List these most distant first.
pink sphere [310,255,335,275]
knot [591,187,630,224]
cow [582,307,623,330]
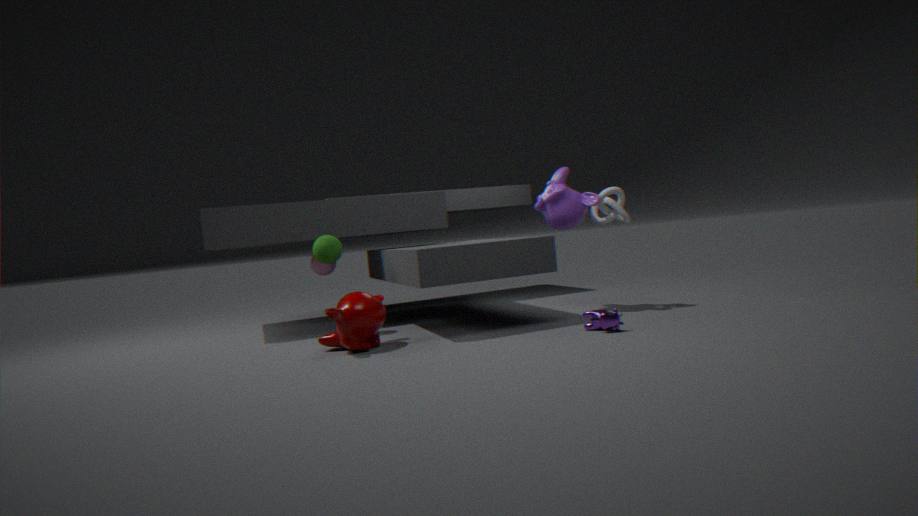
pink sphere [310,255,335,275] < knot [591,187,630,224] < cow [582,307,623,330]
